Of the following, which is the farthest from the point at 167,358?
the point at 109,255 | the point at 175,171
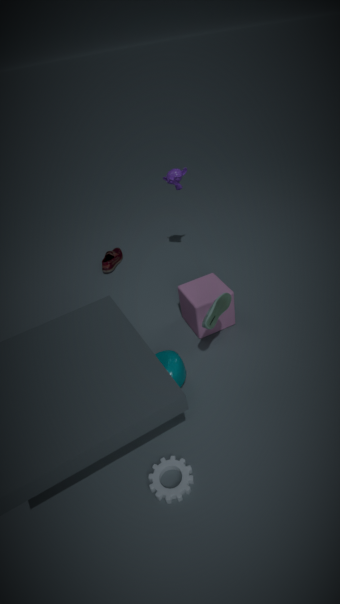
the point at 109,255
